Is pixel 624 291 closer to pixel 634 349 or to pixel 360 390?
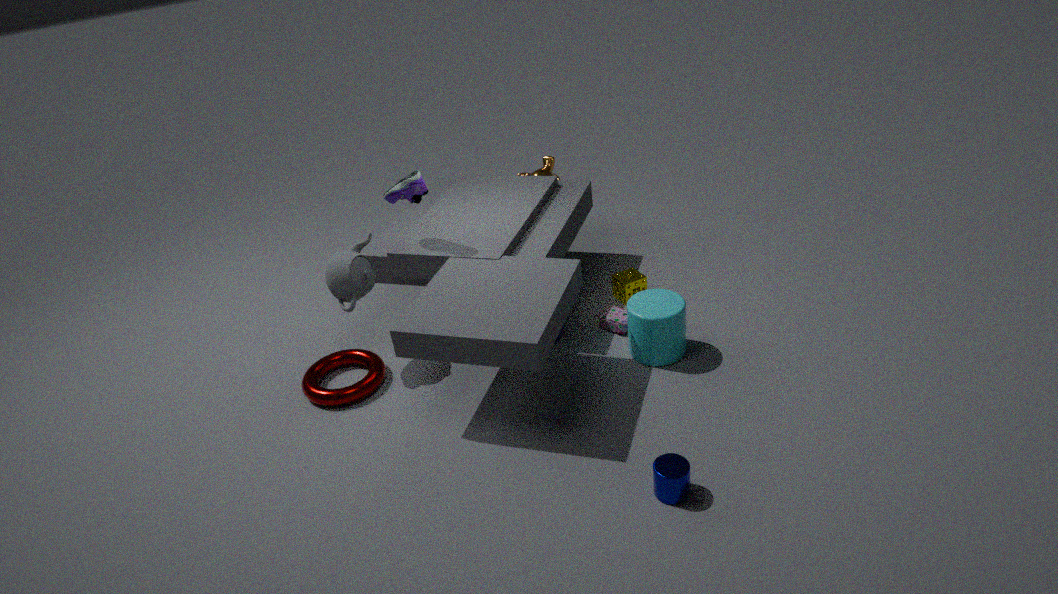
pixel 634 349
